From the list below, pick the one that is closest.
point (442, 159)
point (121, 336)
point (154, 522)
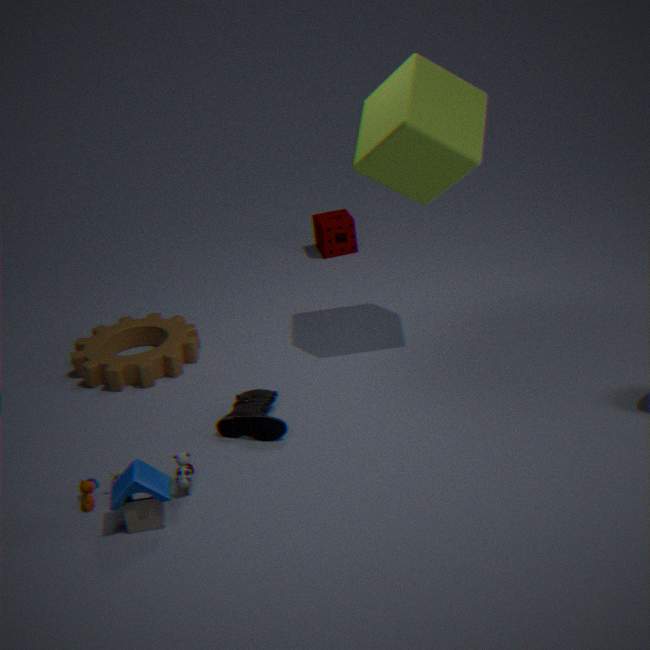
point (154, 522)
